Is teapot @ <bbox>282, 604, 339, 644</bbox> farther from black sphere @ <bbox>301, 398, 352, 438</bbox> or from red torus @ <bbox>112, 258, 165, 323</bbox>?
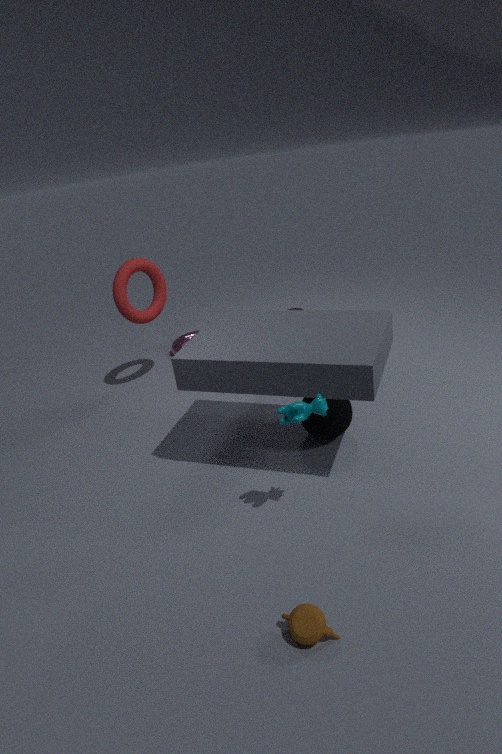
red torus @ <bbox>112, 258, 165, 323</bbox>
